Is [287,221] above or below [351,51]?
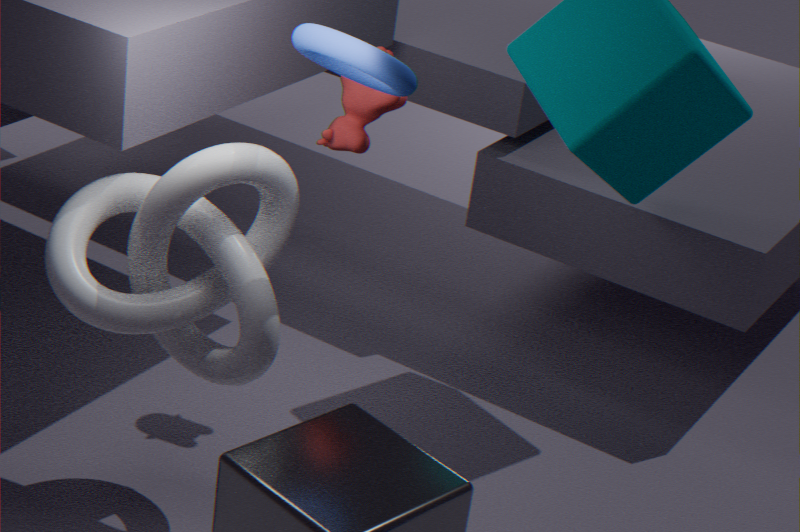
below
